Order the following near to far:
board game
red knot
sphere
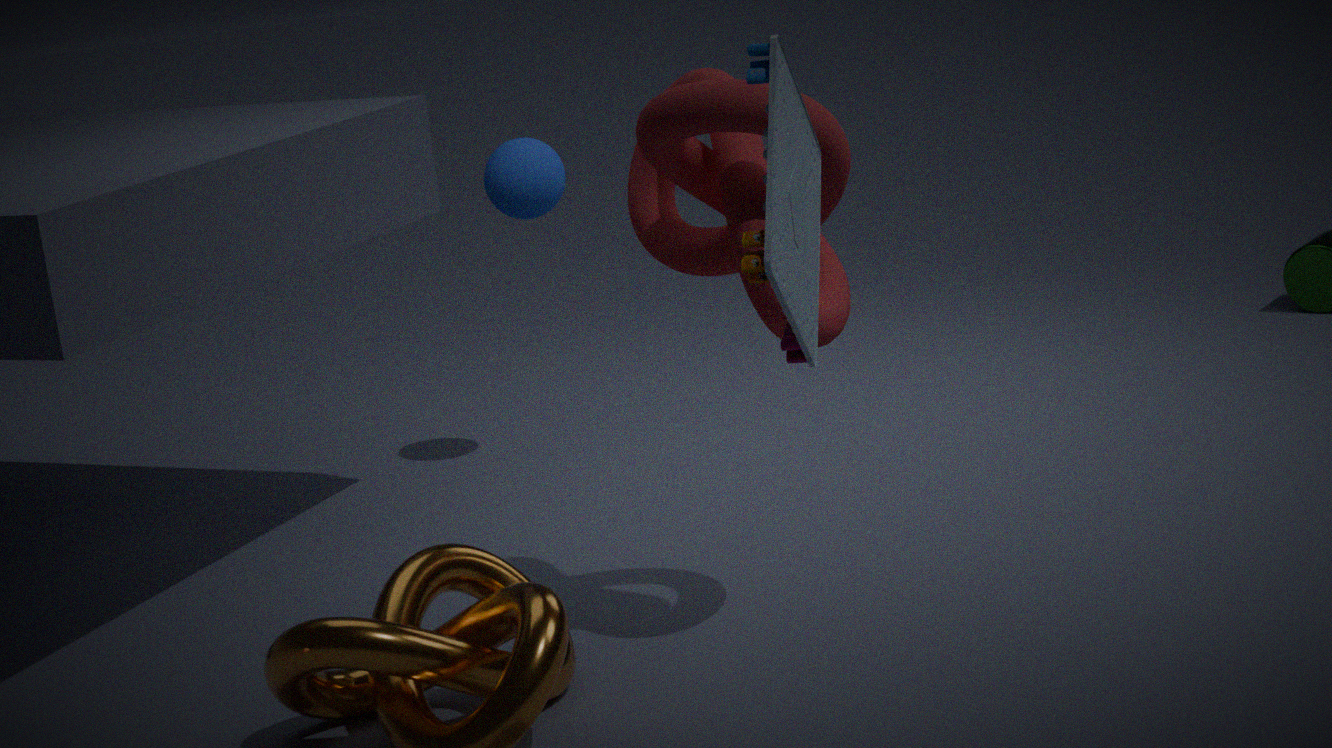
board game < red knot < sphere
